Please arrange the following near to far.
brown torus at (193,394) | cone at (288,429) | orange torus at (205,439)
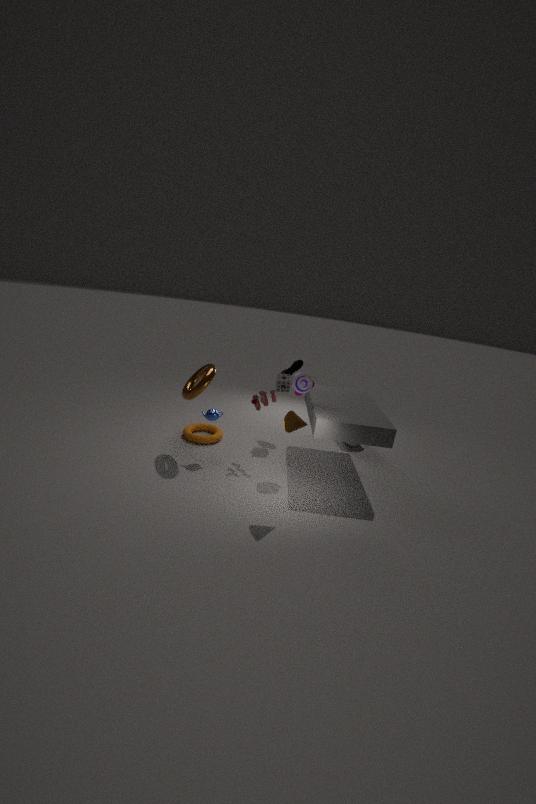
cone at (288,429) < brown torus at (193,394) < orange torus at (205,439)
